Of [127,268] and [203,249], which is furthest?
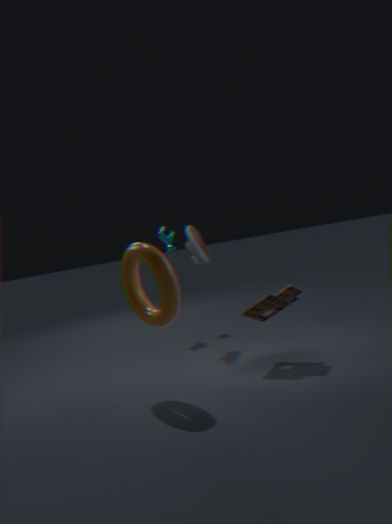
[203,249]
